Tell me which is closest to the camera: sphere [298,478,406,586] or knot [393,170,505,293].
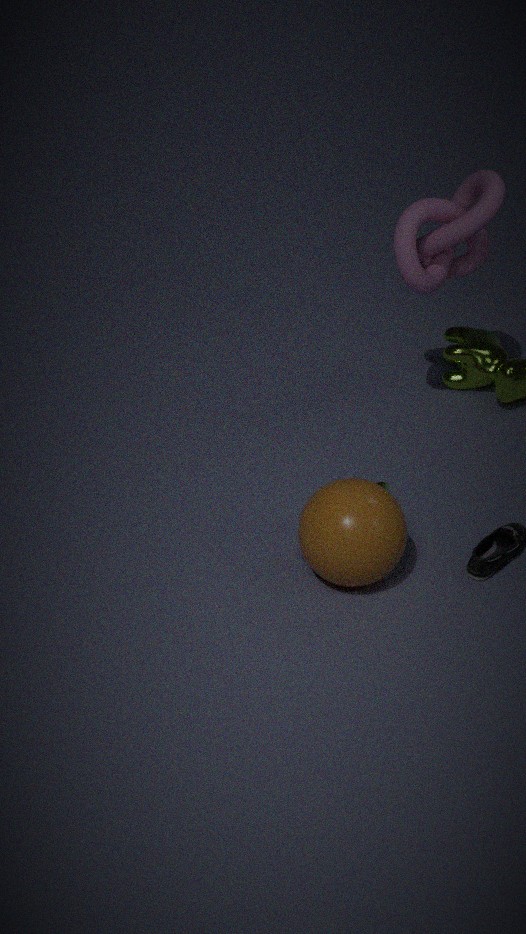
sphere [298,478,406,586]
